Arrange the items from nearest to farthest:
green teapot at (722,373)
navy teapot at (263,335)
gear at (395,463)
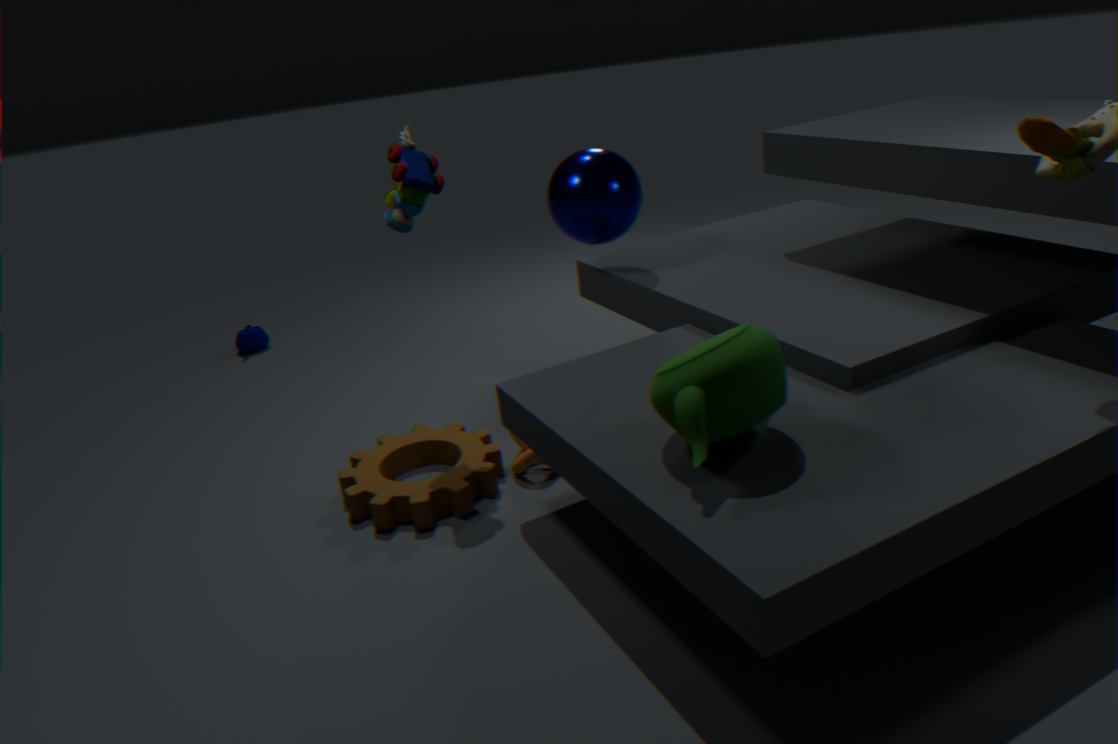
1. green teapot at (722,373)
2. gear at (395,463)
3. navy teapot at (263,335)
